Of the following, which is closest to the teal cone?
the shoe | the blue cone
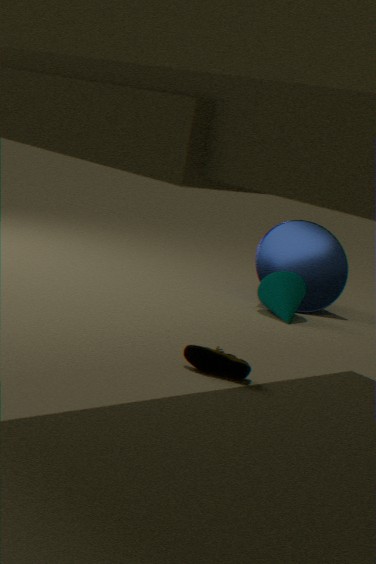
the blue cone
